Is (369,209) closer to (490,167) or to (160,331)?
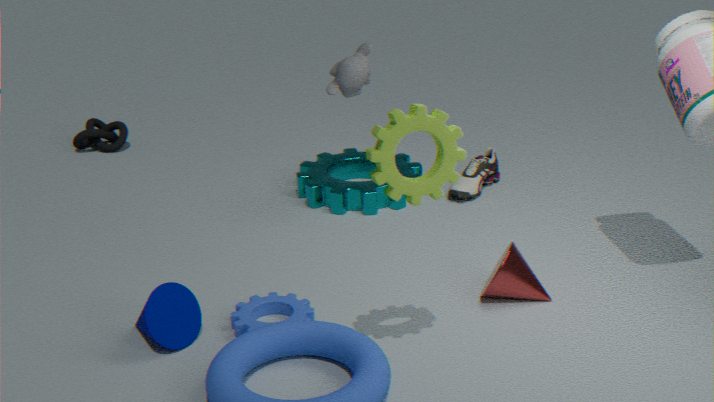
(490,167)
